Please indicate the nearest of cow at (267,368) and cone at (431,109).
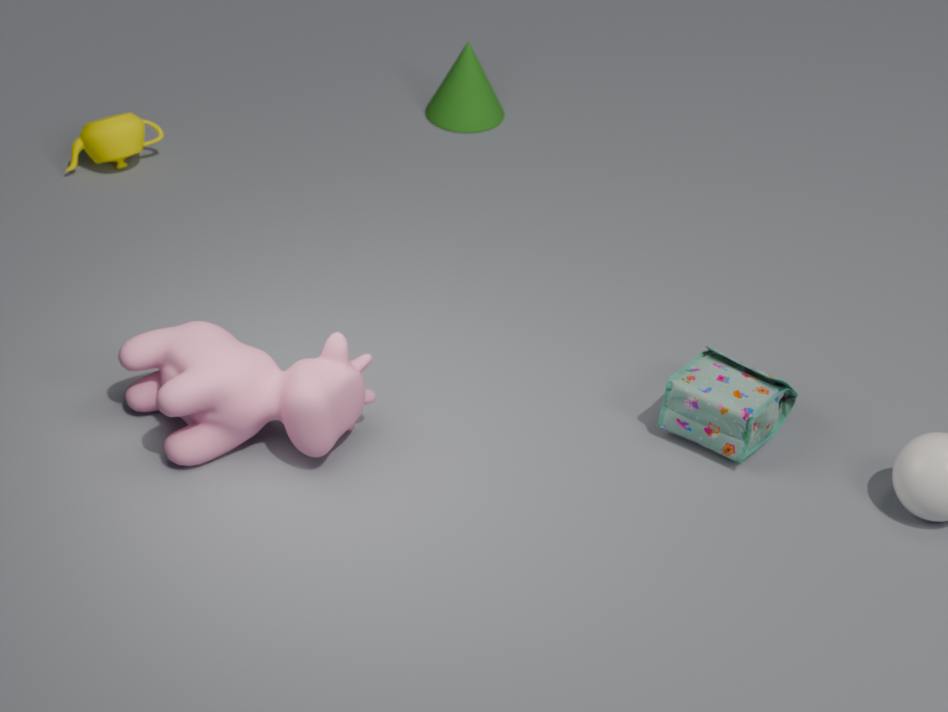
cow at (267,368)
